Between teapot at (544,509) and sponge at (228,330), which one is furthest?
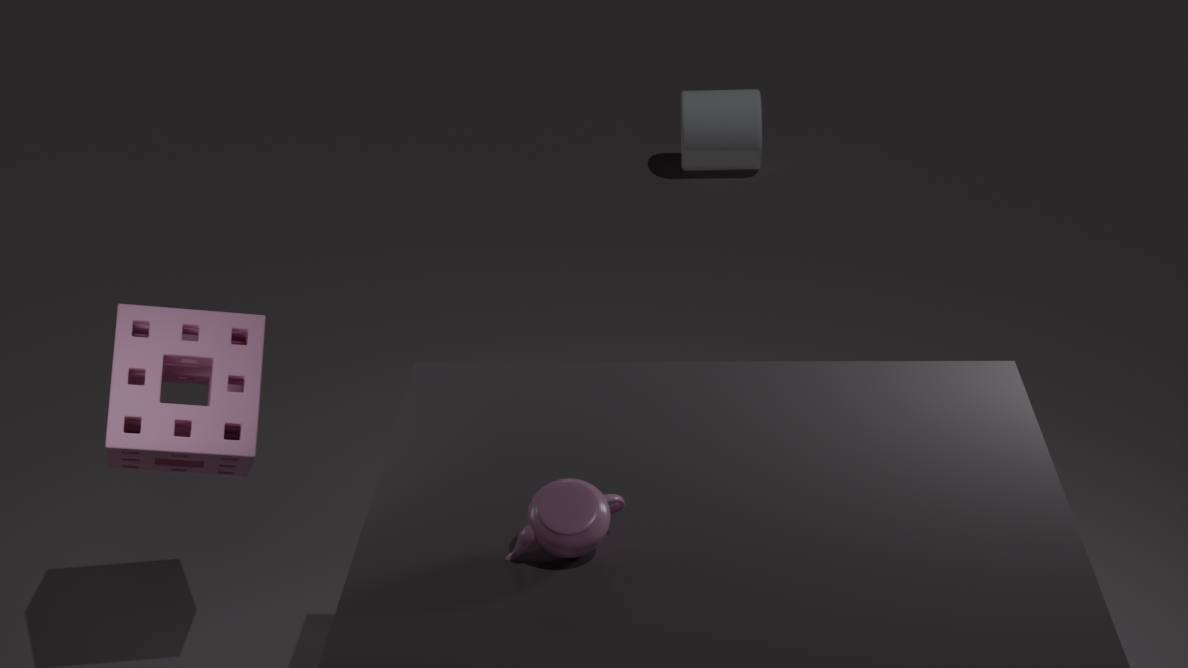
sponge at (228,330)
